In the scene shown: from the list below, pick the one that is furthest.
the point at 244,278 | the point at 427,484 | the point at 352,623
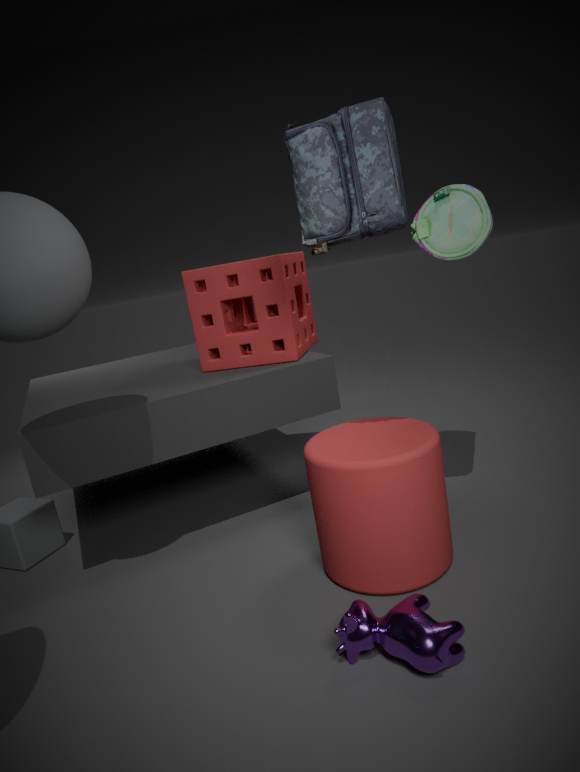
the point at 244,278
